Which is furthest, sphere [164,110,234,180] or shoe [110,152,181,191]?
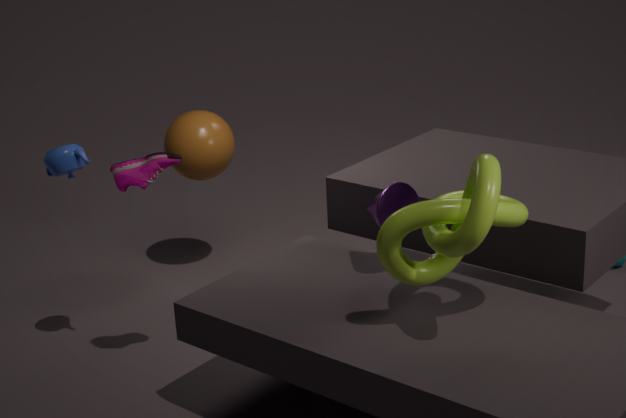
sphere [164,110,234,180]
